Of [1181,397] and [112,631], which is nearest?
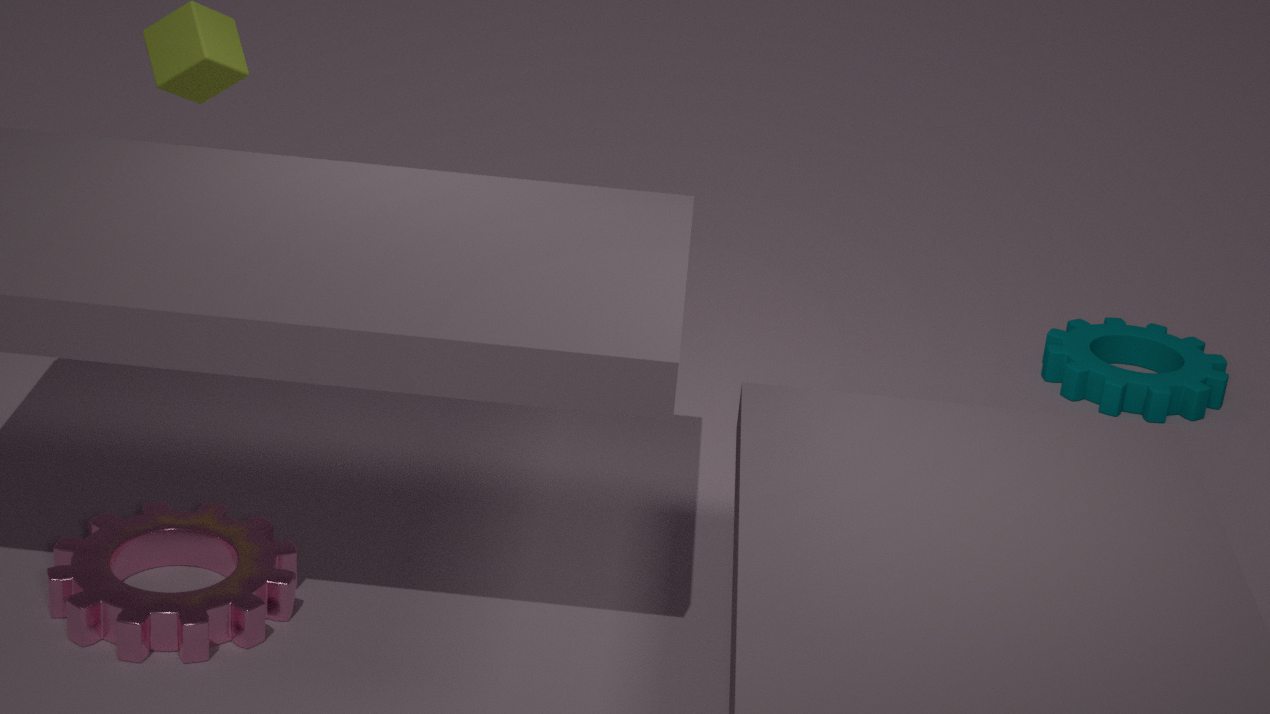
[112,631]
